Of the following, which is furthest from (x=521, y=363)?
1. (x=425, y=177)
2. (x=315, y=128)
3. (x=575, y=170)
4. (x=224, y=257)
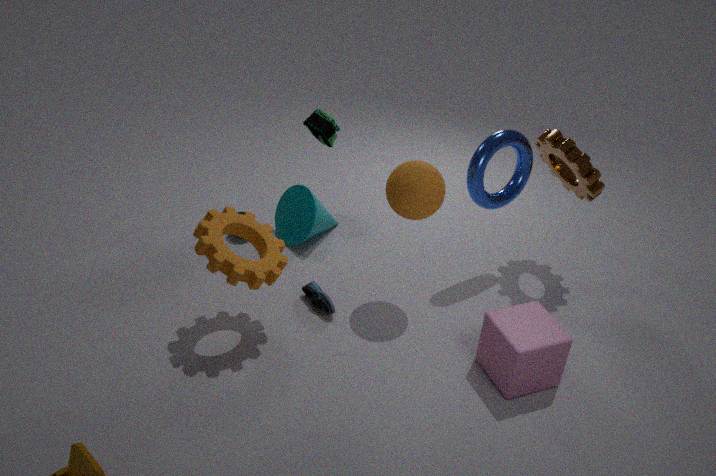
(x=315, y=128)
